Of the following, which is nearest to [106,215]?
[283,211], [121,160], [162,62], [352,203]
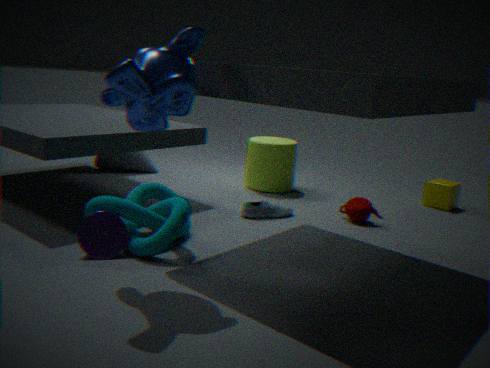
[162,62]
